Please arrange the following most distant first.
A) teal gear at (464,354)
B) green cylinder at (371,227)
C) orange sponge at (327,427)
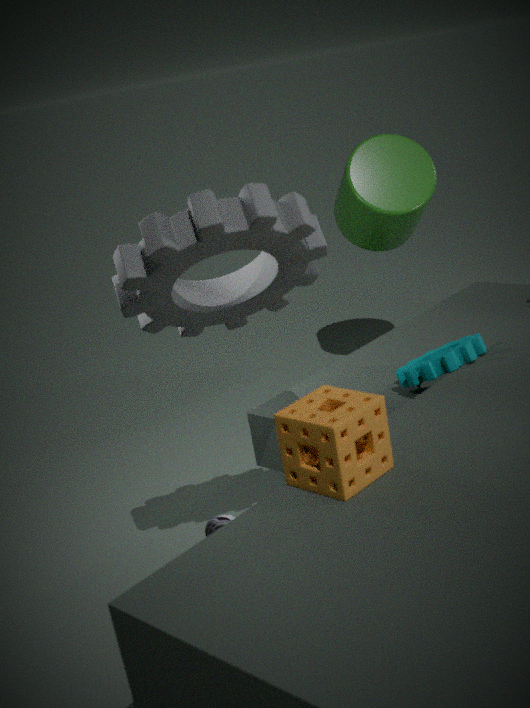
1. green cylinder at (371,227)
2. teal gear at (464,354)
3. orange sponge at (327,427)
